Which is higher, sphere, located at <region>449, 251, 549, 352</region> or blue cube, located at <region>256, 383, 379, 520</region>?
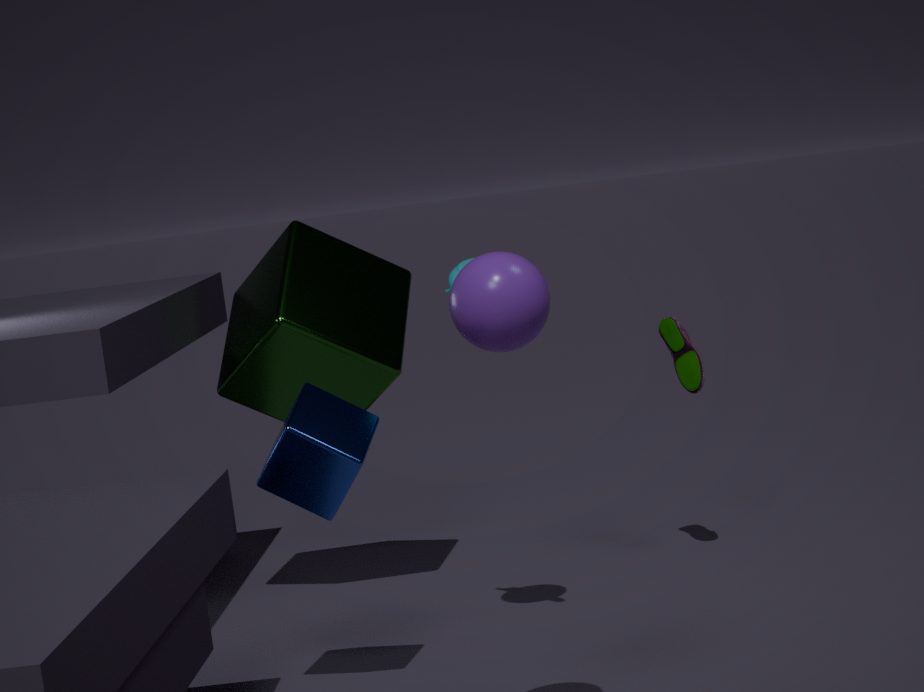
sphere, located at <region>449, 251, 549, 352</region>
